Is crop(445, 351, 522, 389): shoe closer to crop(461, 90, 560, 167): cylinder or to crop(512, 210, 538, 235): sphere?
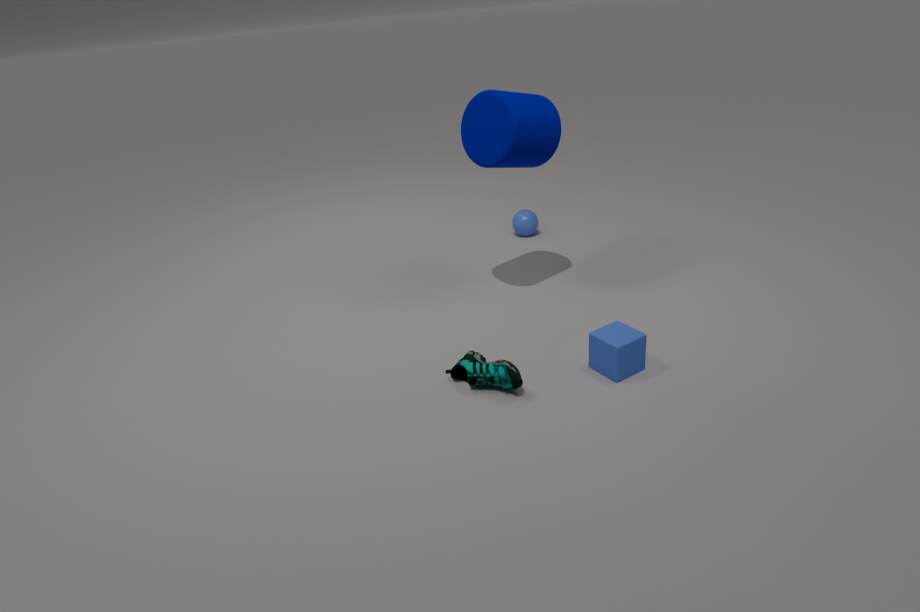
crop(461, 90, 560, 167): cylinder
